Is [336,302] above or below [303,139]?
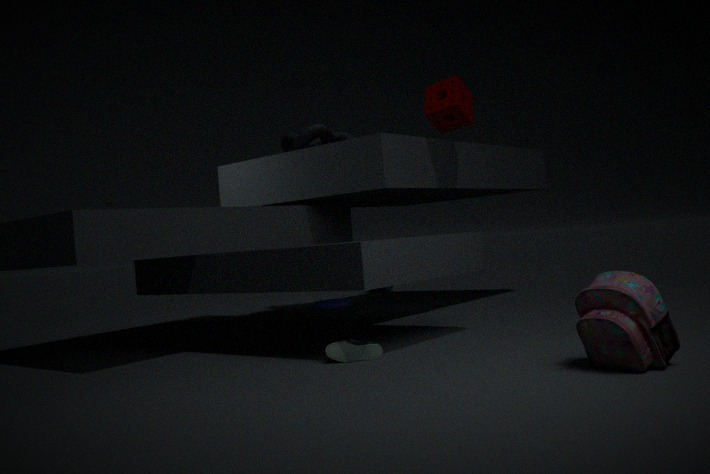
below
